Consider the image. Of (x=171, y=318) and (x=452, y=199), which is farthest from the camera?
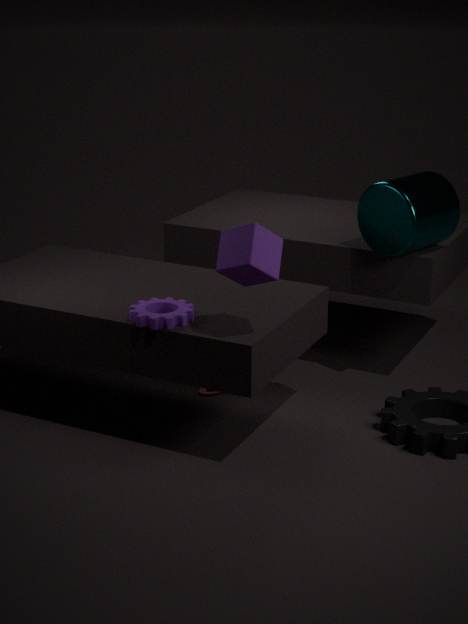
(x=452, y=199)
